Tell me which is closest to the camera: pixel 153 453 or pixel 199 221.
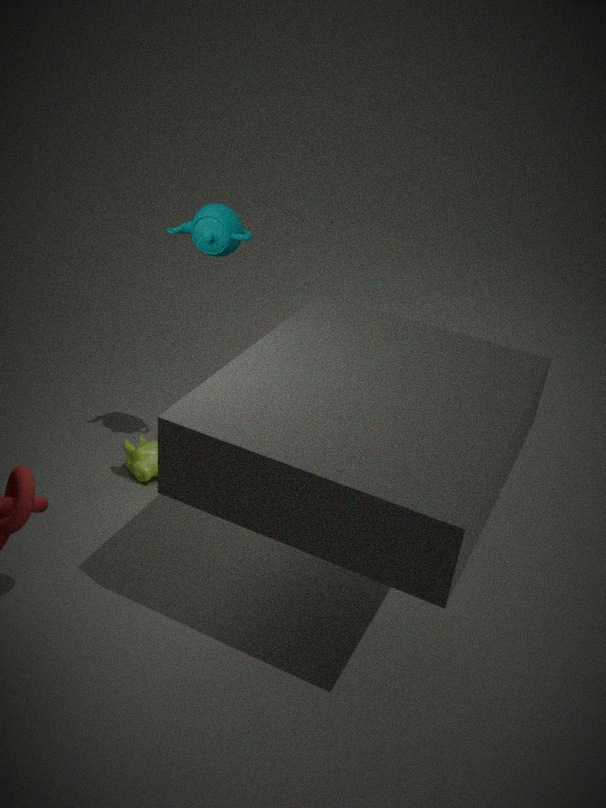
pixel 199 221
